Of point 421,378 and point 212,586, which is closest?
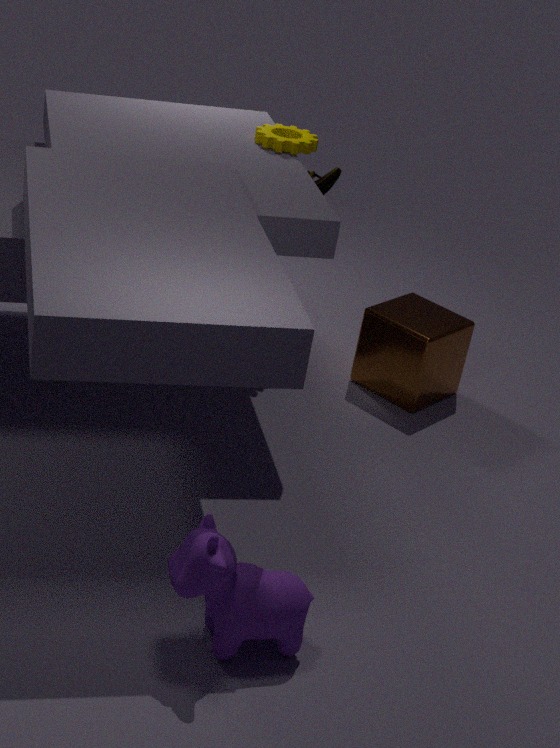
point 212,586
